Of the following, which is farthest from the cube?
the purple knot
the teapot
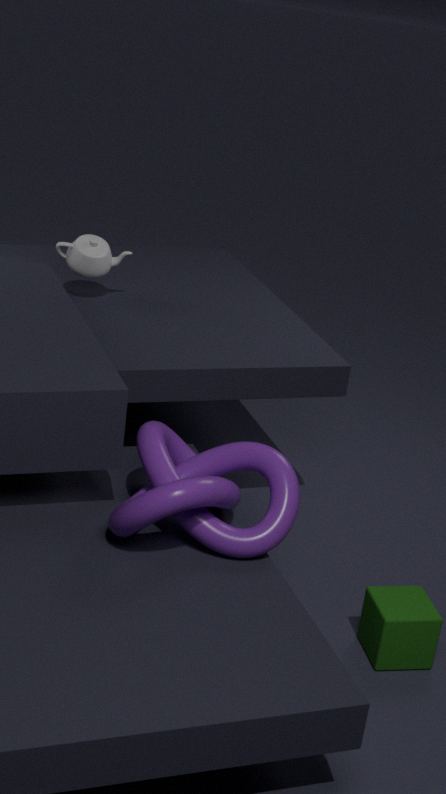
the teapot
